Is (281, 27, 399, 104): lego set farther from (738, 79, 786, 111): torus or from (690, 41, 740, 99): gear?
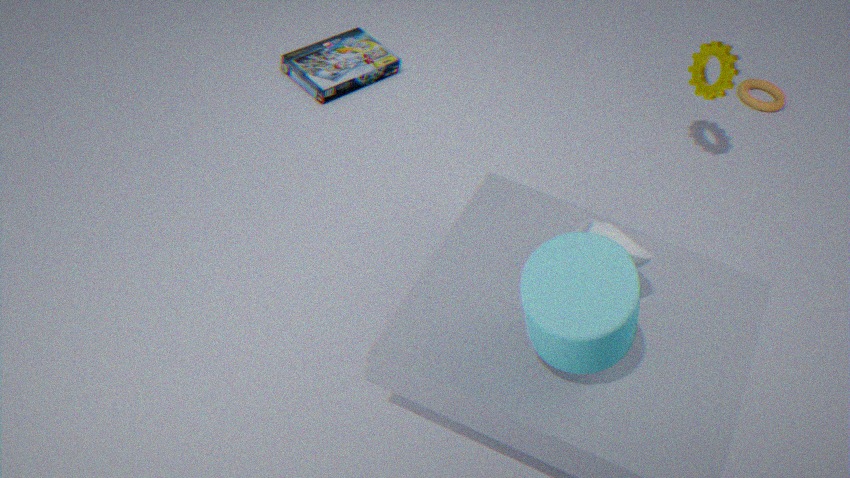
(738, 79, 786, 111): torus
